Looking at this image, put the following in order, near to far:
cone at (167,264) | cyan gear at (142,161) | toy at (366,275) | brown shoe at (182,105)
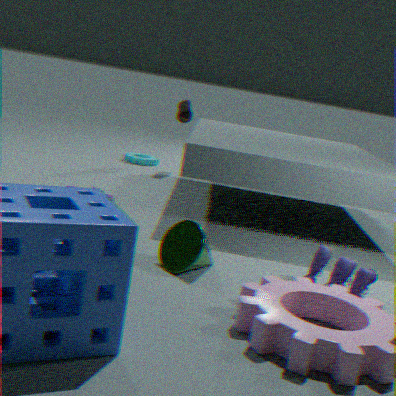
Answer: toy at (366,275), cone at (167,264), brown shoe at (182,105), cyan gear at (142,161)
